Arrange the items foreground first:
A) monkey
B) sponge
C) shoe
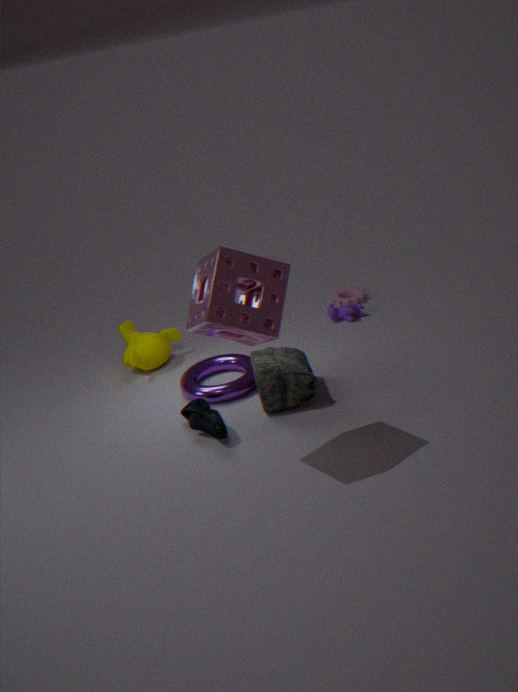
A: sponge < shoe < monkey
